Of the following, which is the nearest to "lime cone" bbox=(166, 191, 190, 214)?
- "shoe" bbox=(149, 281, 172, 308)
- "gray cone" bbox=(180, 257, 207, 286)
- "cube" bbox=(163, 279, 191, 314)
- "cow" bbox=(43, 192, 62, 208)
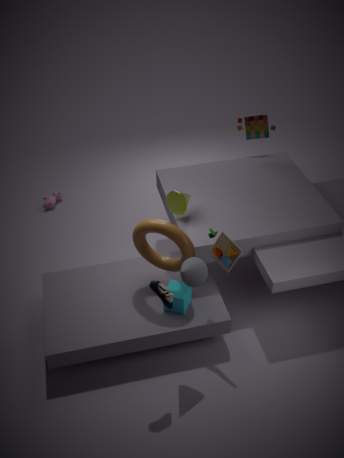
"cube" bbox=(163, 279, 191, 314)
